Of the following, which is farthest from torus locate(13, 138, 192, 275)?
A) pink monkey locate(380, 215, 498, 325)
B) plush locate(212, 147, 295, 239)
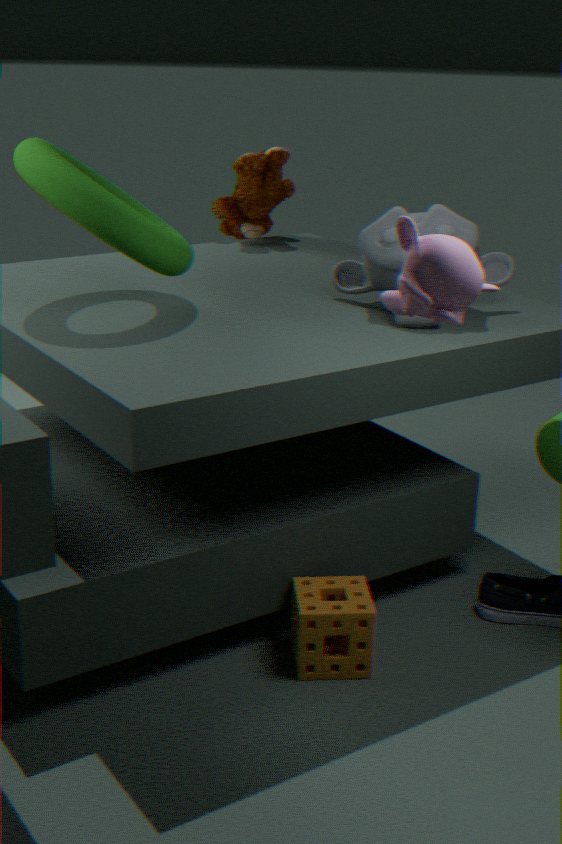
pink monkey locate(380, 215, 498, 325)
